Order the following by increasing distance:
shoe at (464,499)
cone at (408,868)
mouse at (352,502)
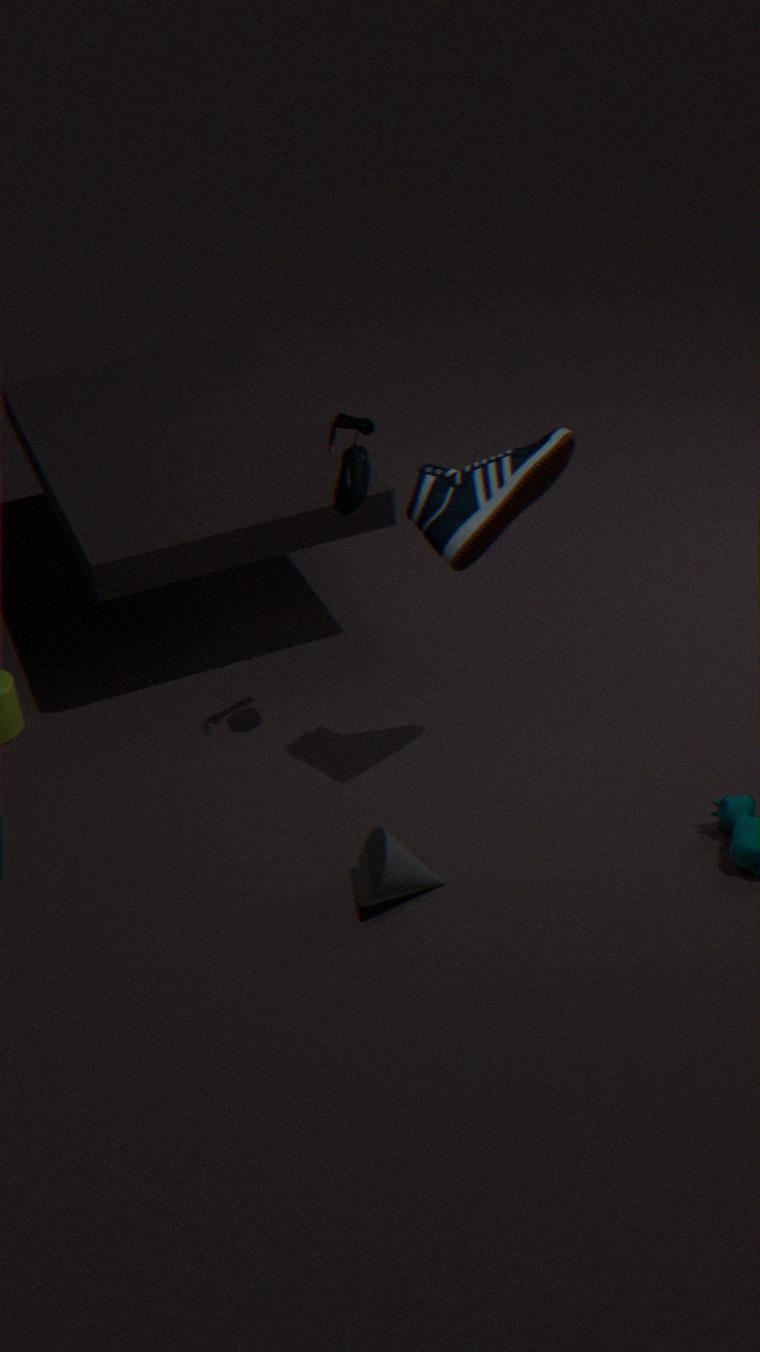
cone at (408,868)
shoe at (464,499)
mouse at (352,502)
